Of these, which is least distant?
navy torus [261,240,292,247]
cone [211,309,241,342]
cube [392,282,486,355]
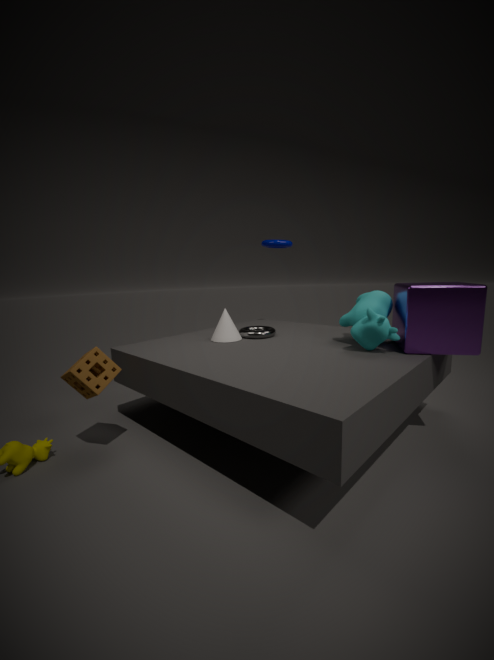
cube [392,282,486,355]
